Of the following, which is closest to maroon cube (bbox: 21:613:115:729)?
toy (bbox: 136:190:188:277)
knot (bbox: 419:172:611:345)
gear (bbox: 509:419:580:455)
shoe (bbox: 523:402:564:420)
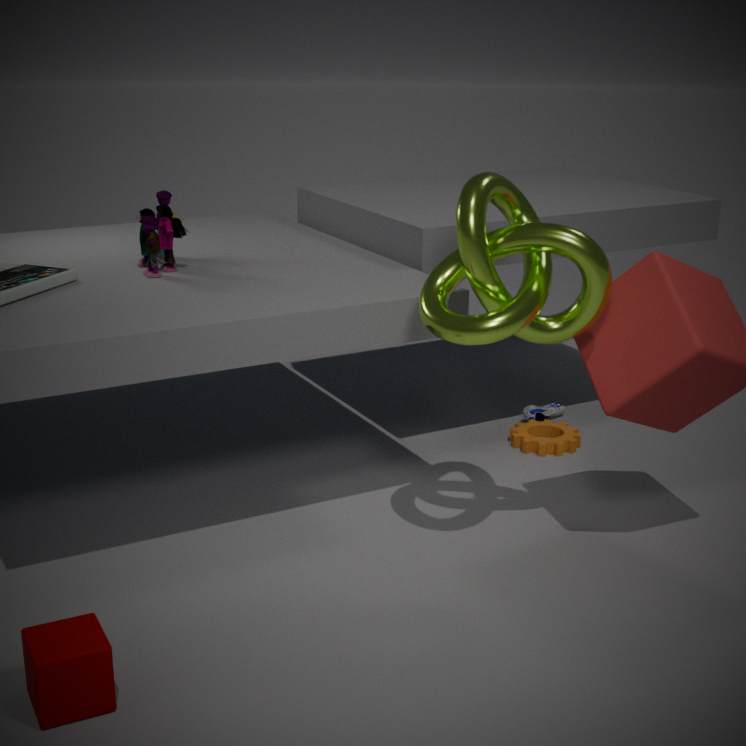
knot (bbox: 419:172:611:345)
